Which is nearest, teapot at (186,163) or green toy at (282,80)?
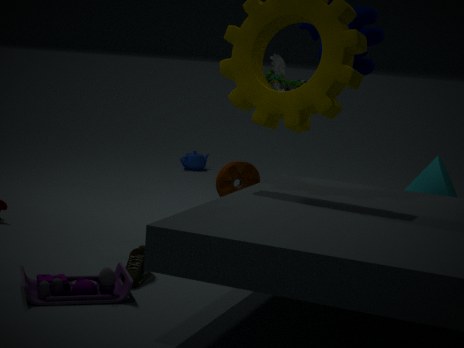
green toy at (282,80)
